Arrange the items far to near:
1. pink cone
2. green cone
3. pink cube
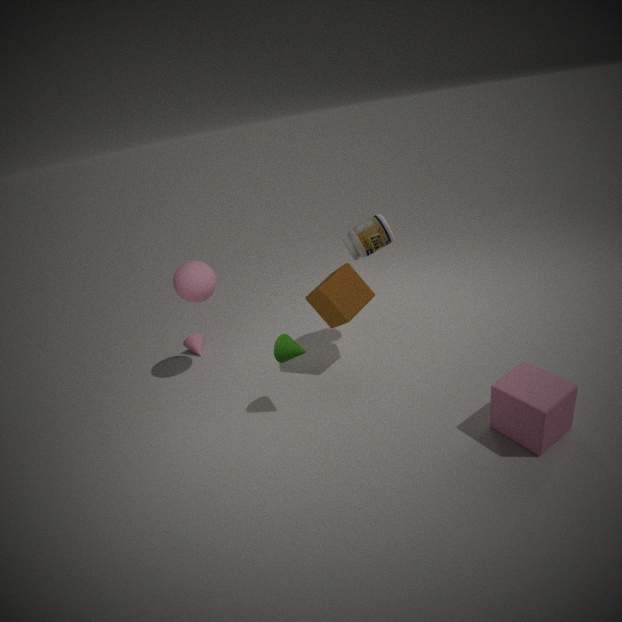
pink cone, green cone, pink cube
